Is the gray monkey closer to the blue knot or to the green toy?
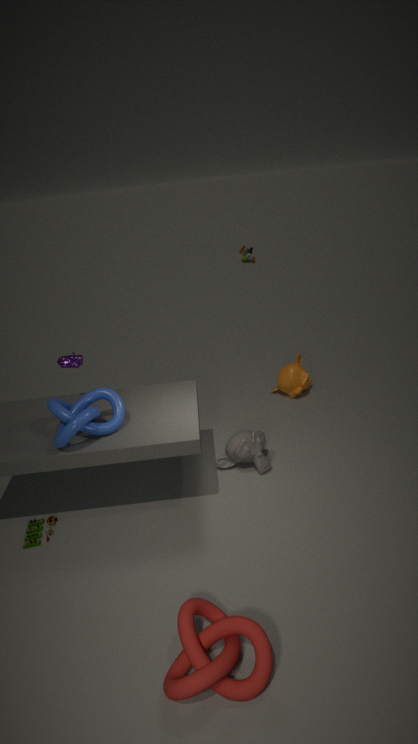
the blue knot
